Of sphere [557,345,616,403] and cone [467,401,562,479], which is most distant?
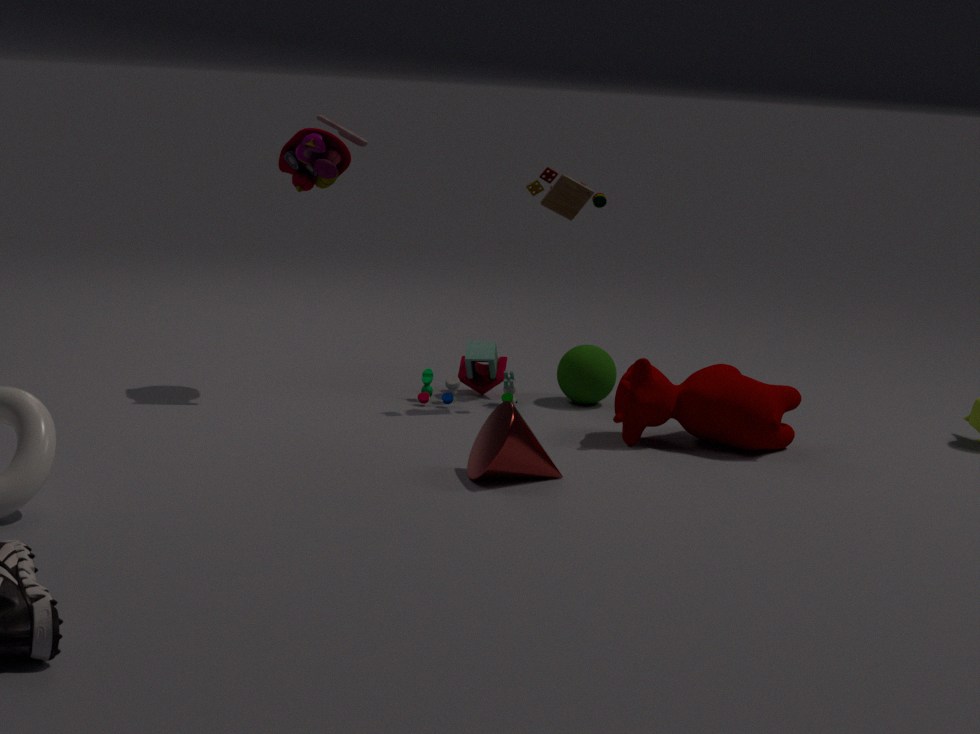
sphere [557,345,616,403]
